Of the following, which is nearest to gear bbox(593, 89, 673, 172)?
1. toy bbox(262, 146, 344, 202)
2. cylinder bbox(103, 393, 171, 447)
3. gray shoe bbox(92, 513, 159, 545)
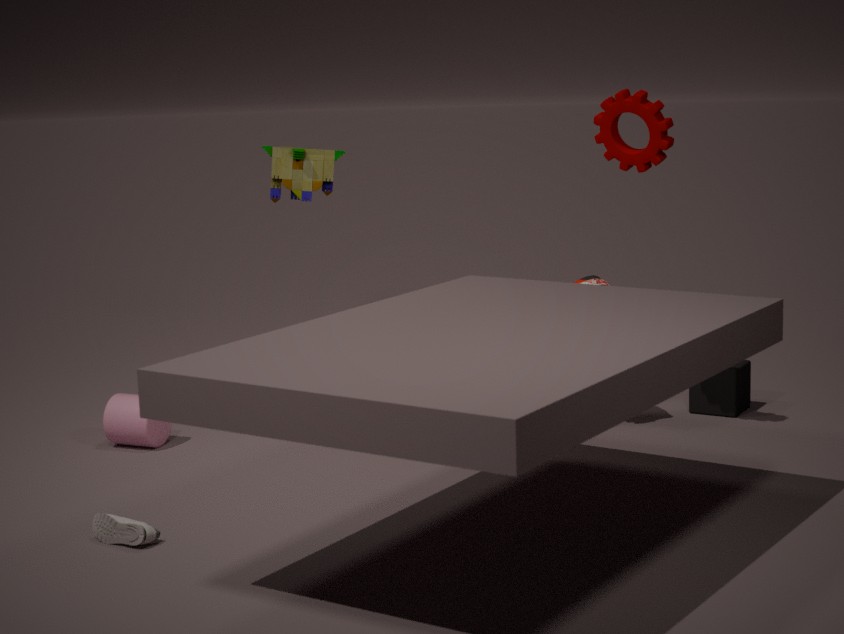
toy bbox(262, 146, 344, 202)
